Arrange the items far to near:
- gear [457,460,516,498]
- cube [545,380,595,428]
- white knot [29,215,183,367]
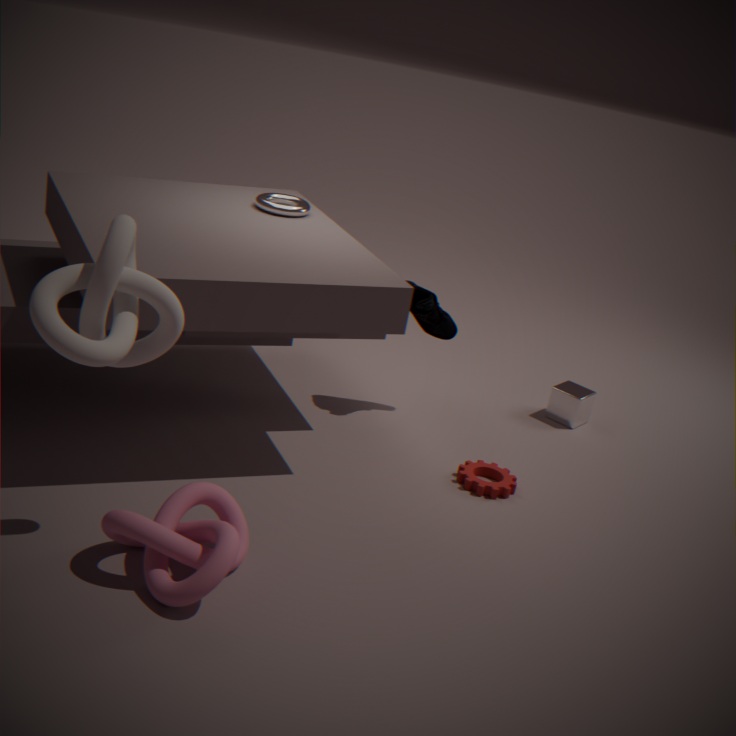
cube [545,380,595,428]
gear [457,460,516,498]
white knot [29,215,183,367]
